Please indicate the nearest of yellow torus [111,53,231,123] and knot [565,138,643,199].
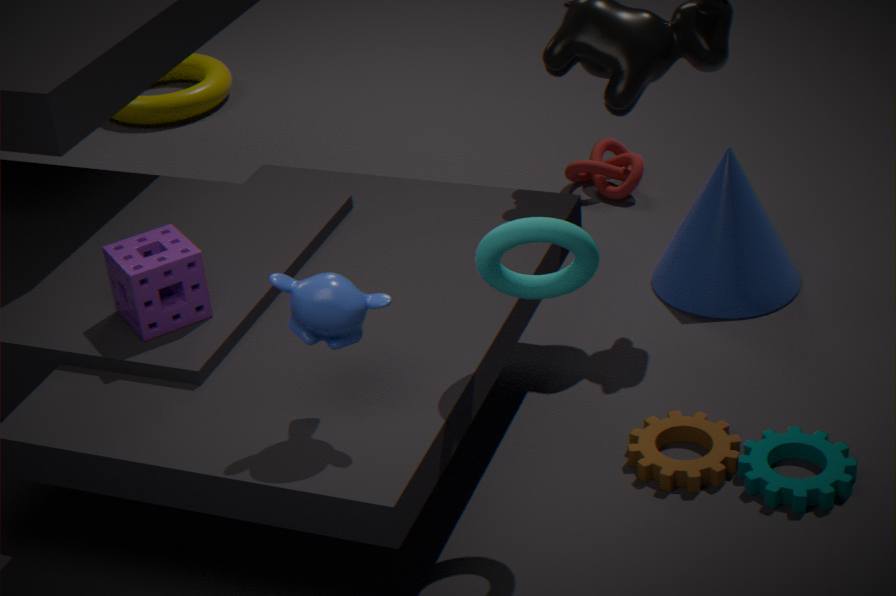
knot [565,138,643,199]
